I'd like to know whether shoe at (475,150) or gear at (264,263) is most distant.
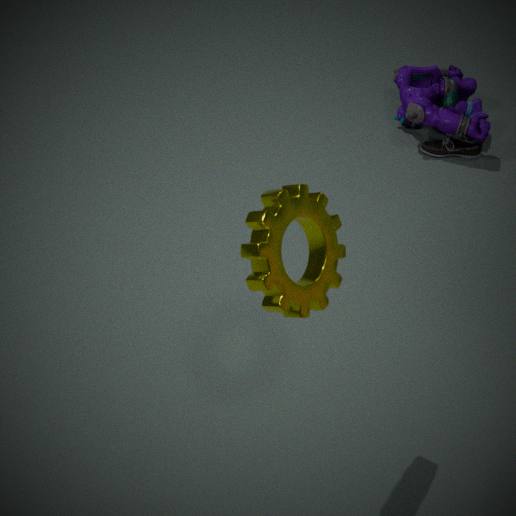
shoe at (475,150)
